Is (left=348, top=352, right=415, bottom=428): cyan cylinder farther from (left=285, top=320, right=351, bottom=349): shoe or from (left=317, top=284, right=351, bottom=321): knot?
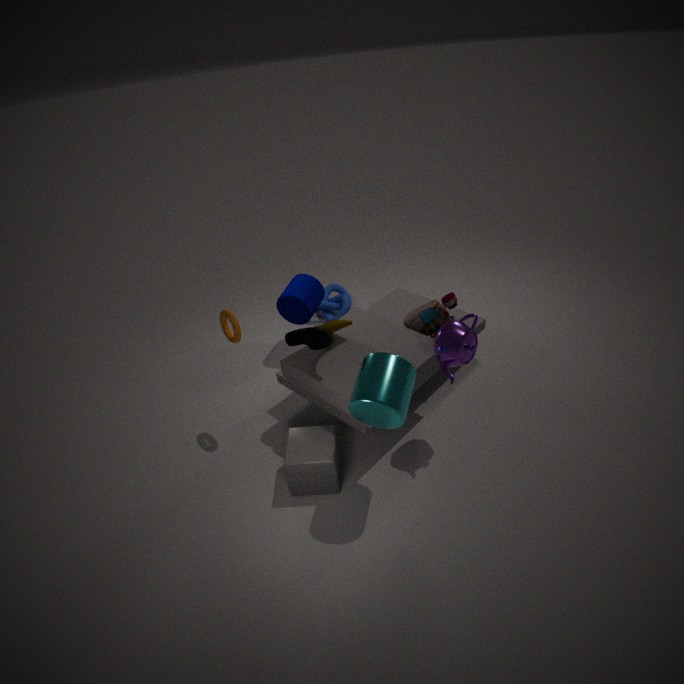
(left=317, top=284, right=351, bottom=321): knot
